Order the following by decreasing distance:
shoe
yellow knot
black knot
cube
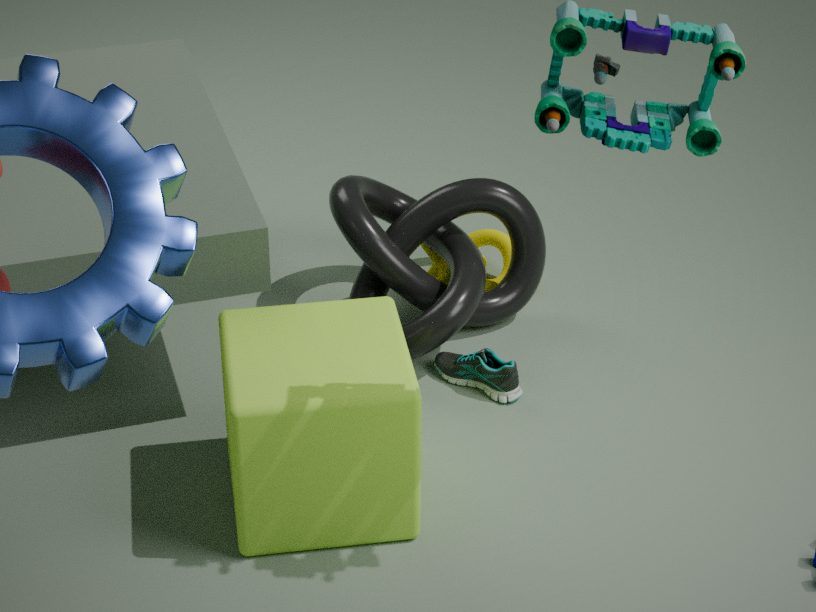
yellow knot < black knot < shoe < cube
